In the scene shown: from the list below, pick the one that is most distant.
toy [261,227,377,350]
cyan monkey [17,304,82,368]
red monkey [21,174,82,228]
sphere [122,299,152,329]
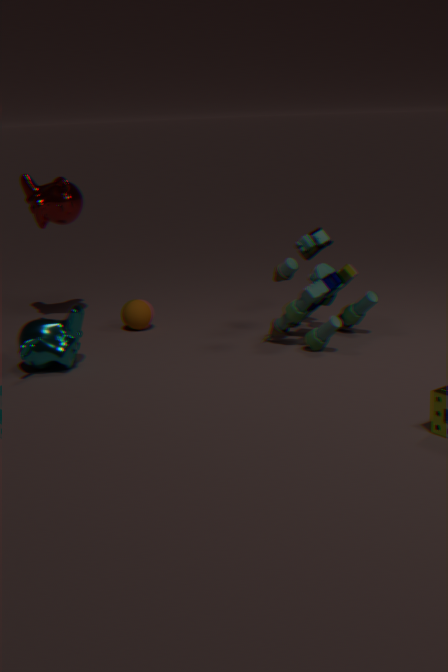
sphere [122,299,152,329]
